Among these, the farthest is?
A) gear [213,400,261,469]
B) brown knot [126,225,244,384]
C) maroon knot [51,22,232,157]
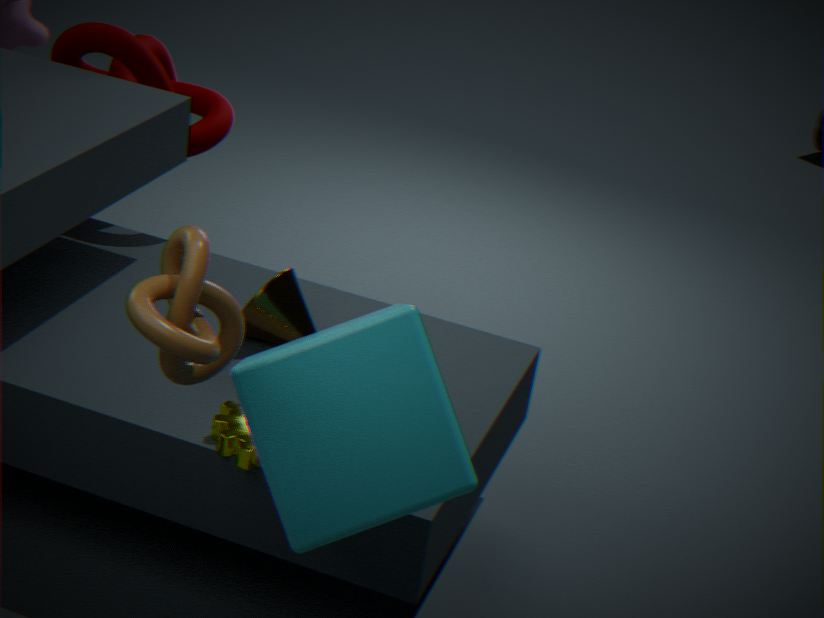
maroon knot [51,22,232,157]
